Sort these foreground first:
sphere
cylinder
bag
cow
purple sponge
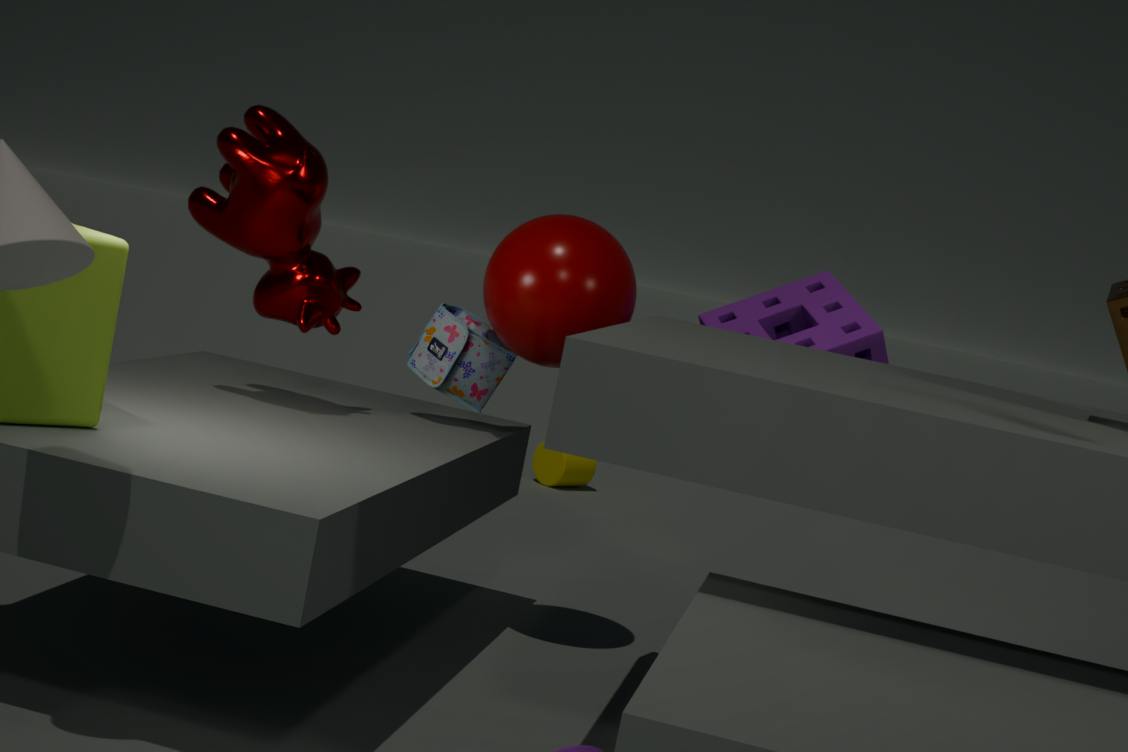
cow
sphere
bag
purple sponge
cylinder
